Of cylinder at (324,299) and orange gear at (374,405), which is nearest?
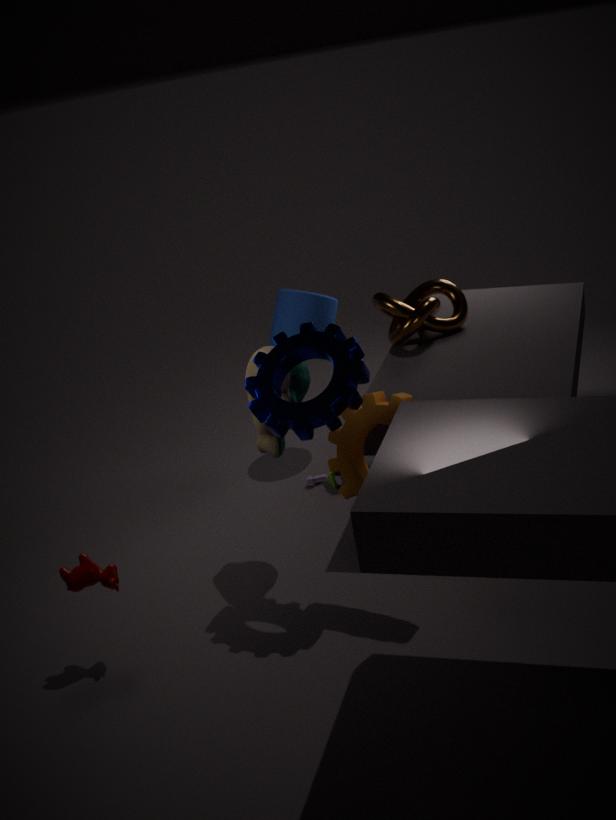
orange gear at (374,405)
